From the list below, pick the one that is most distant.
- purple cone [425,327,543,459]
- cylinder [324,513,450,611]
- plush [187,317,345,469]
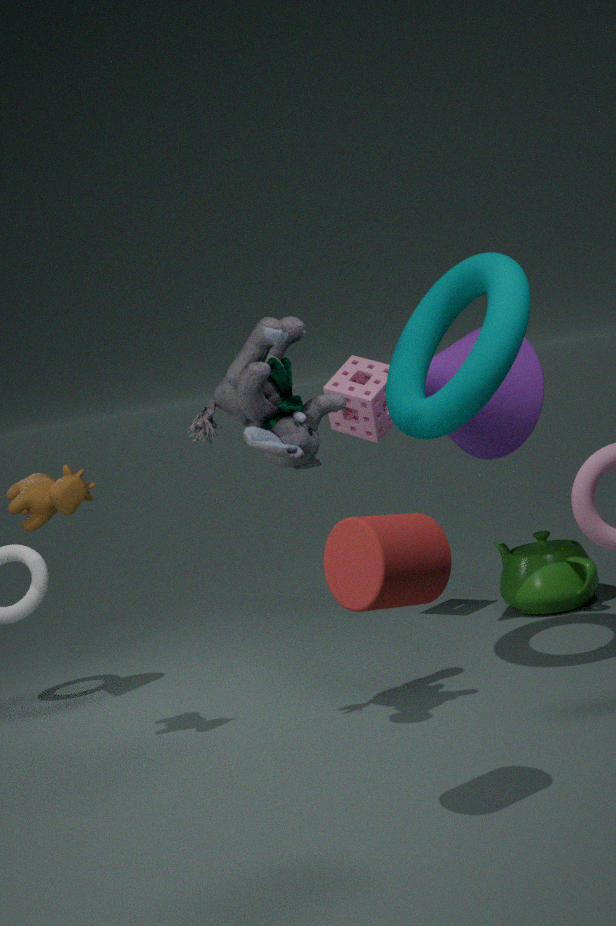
purple cone [425,327,543,459]
